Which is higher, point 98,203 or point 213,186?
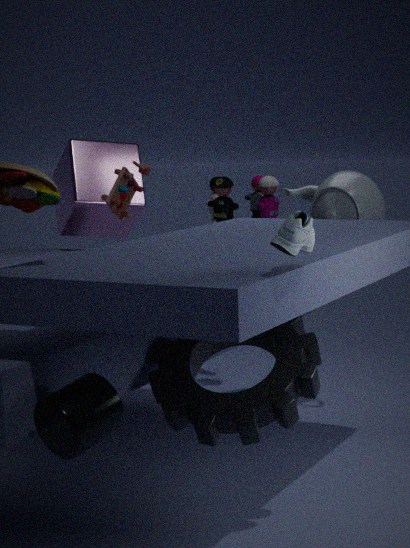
point 98,203
